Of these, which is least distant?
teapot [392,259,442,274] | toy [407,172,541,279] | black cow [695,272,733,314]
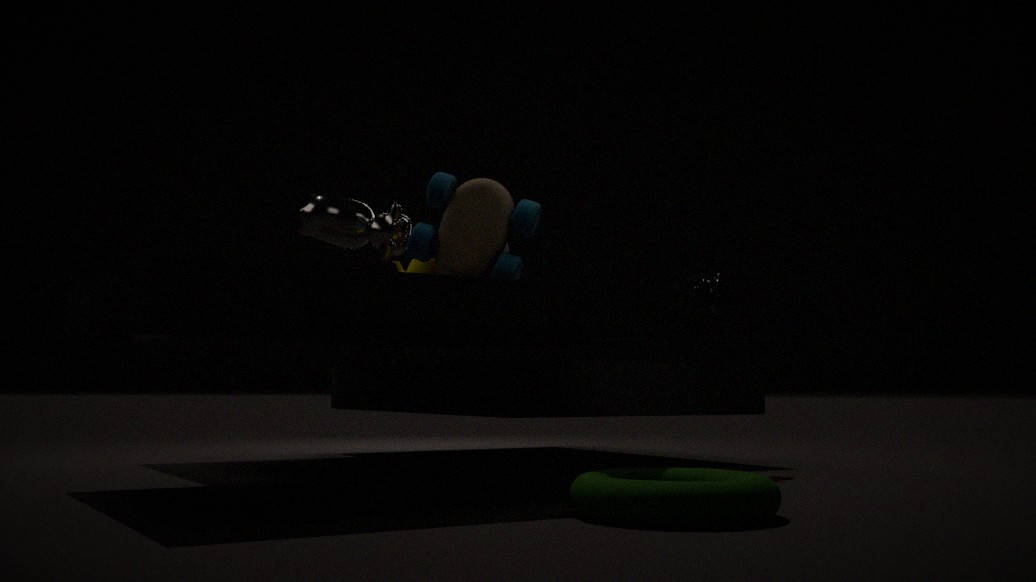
toy [407,172,541,279]
